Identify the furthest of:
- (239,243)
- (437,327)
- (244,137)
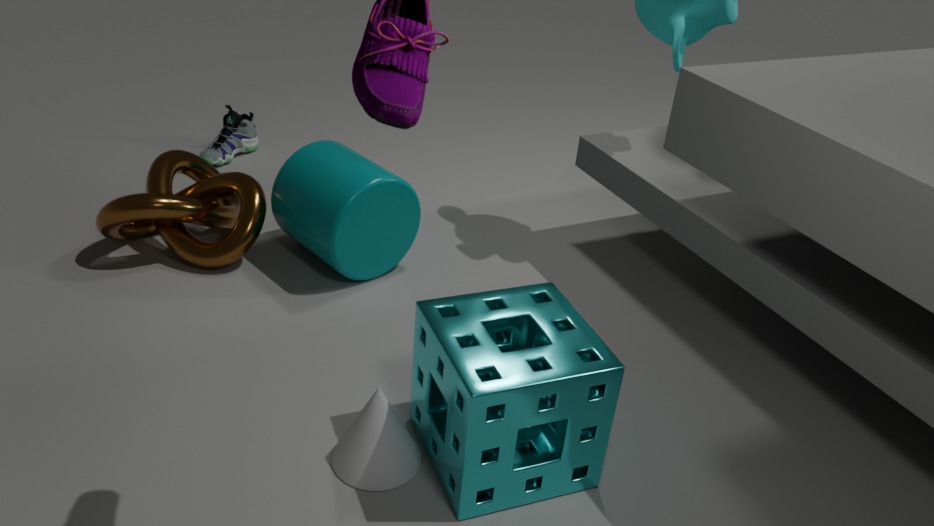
(244,137)
